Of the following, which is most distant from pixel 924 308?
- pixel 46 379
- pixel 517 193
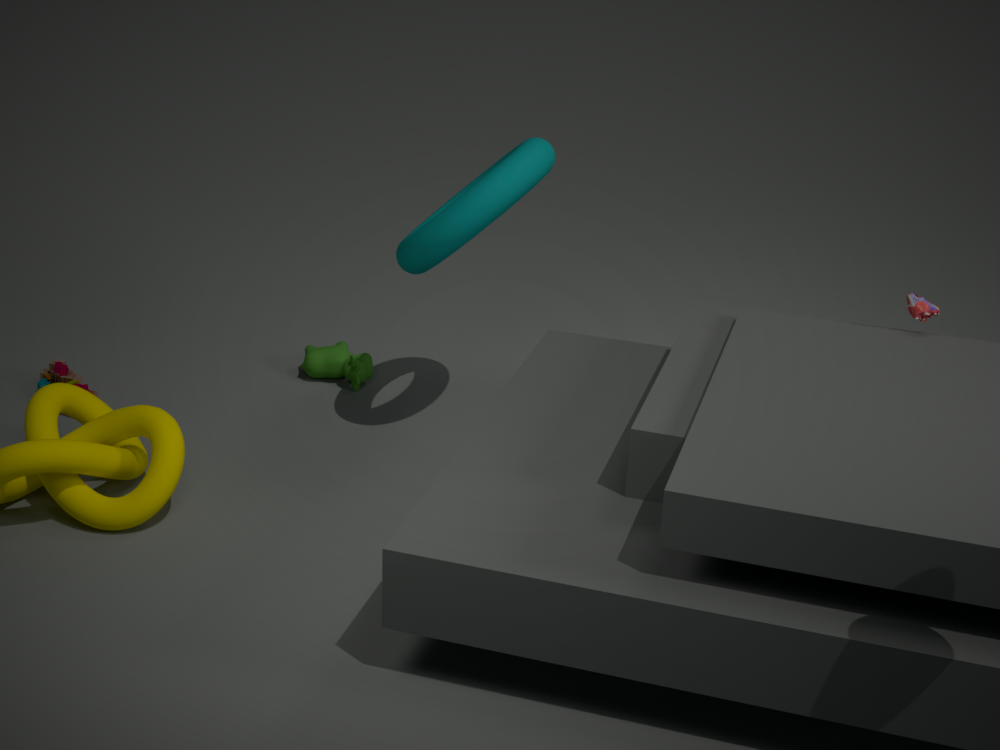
pixel 46 379
